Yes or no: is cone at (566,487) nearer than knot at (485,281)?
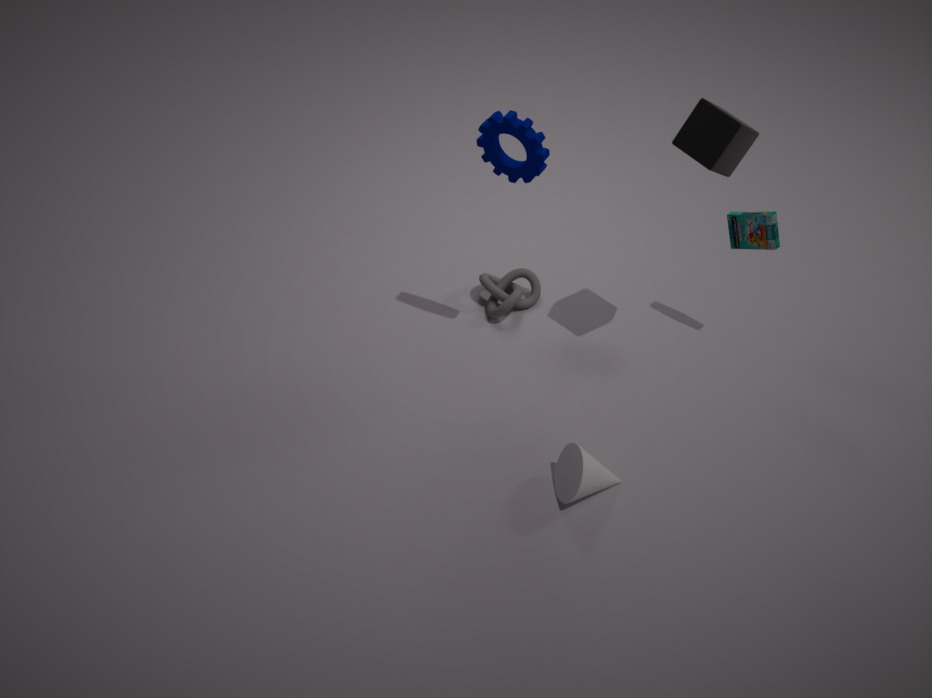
Yes
